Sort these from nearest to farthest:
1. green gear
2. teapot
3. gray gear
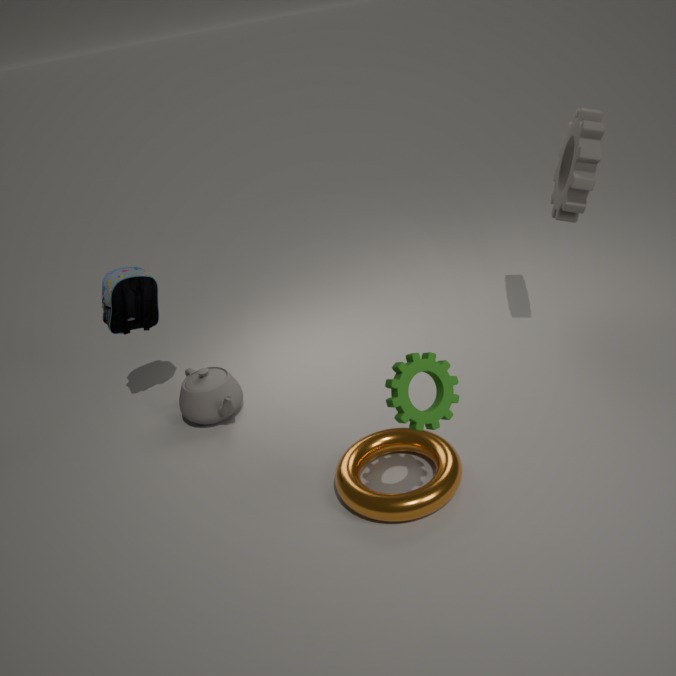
green gear → gray gear → teapot
